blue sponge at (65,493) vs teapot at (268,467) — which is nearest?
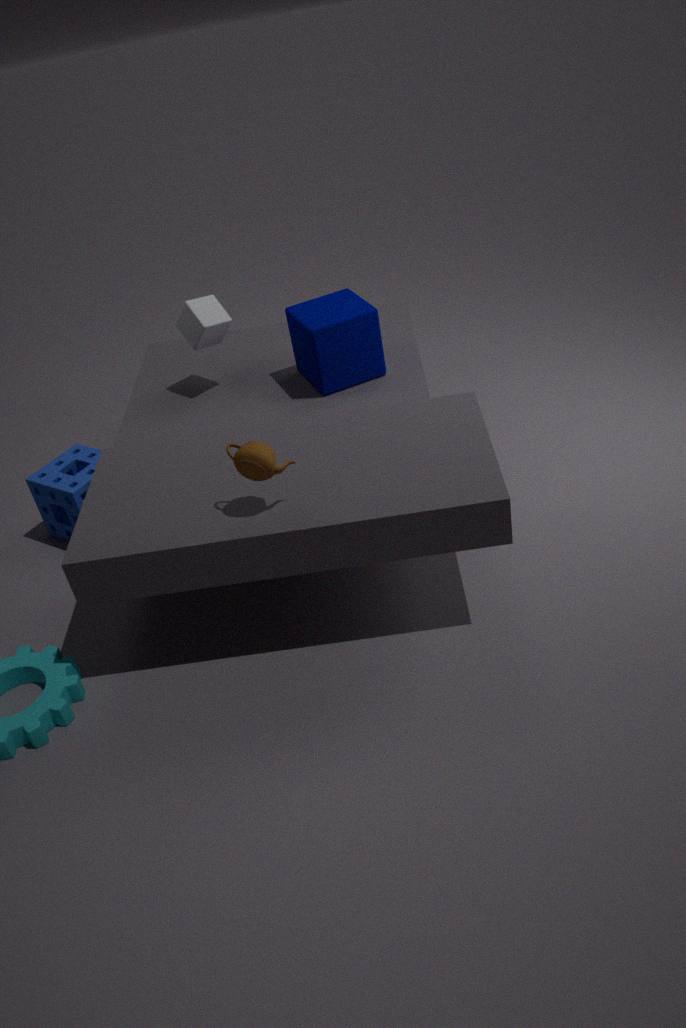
teapot at (268,467)
